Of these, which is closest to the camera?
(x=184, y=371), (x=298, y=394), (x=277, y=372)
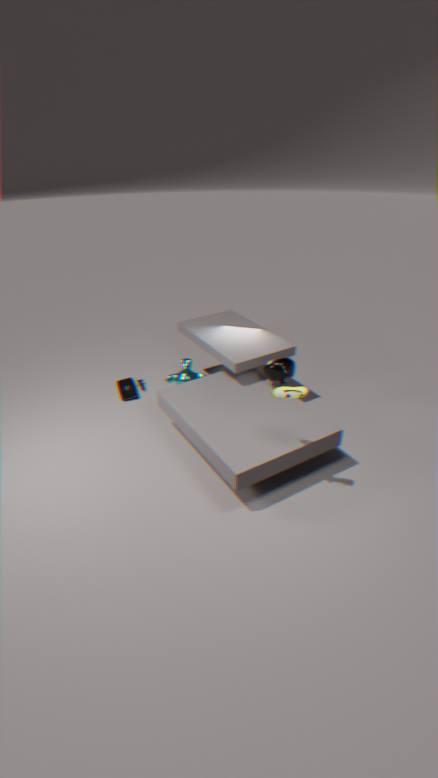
(x=298, y=394)
